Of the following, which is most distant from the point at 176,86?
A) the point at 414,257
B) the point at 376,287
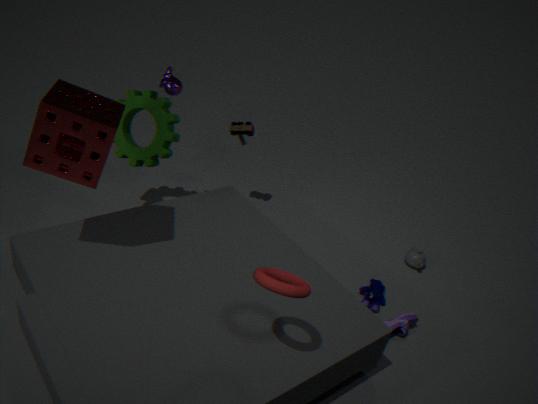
the point at 414,257
